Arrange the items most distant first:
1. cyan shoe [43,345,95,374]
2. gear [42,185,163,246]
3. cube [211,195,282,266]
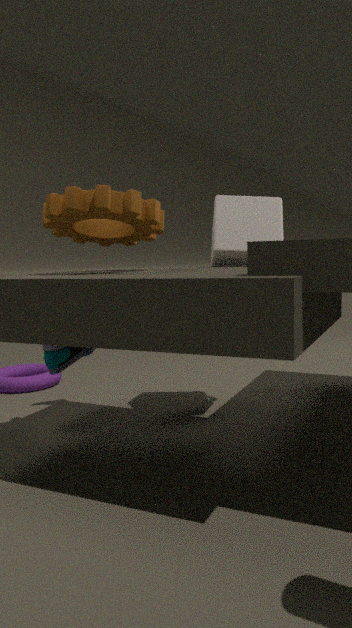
cube [211,195,282,266] → cyan shoe [43,345,95,374] → gear [42,185,163,246]
